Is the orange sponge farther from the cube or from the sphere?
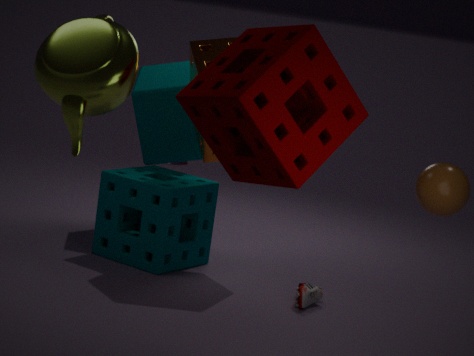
the sphere
